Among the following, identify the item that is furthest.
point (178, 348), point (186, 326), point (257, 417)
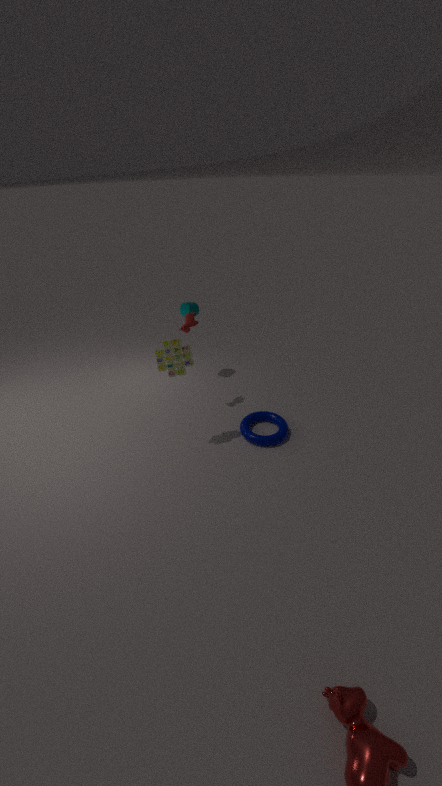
point (257, 417)
